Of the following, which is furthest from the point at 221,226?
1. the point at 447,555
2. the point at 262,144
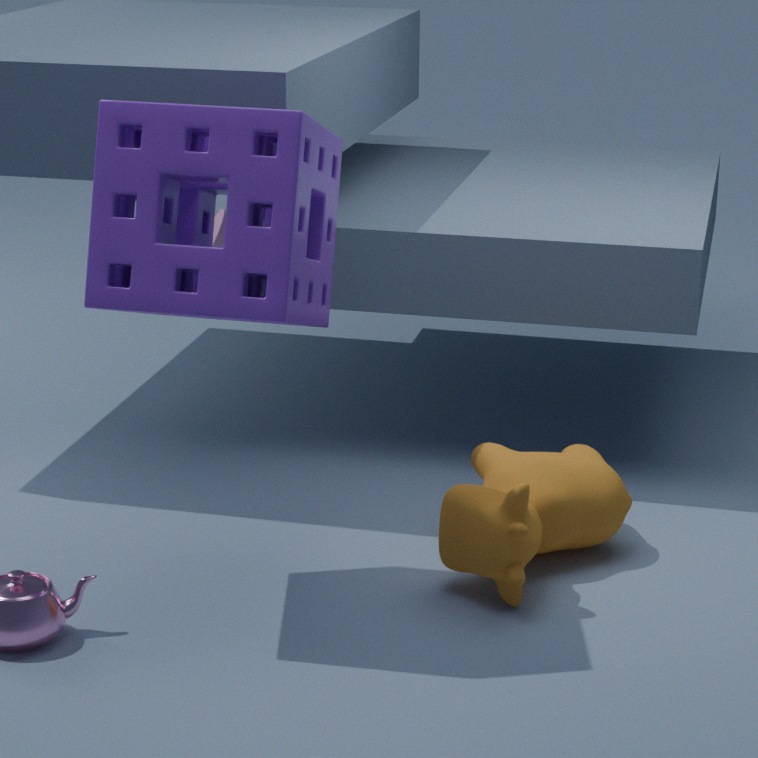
the point at 262,144
